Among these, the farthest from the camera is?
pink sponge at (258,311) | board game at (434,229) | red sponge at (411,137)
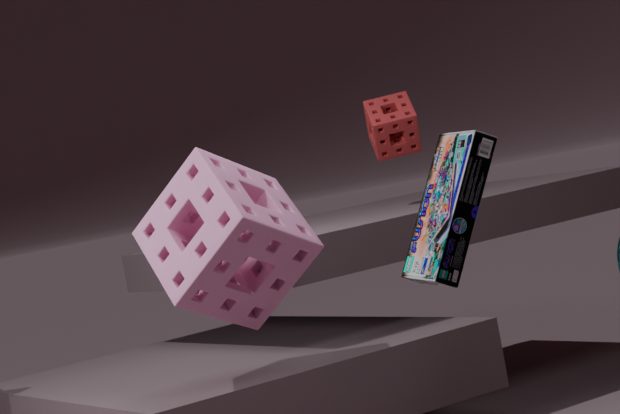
red sponge at (411,137)
